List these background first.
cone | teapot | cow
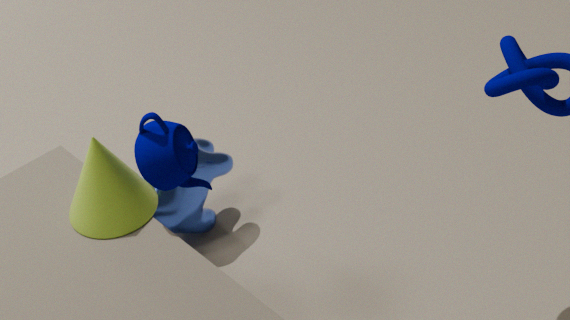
1. cow
2. cone
3. teapot
